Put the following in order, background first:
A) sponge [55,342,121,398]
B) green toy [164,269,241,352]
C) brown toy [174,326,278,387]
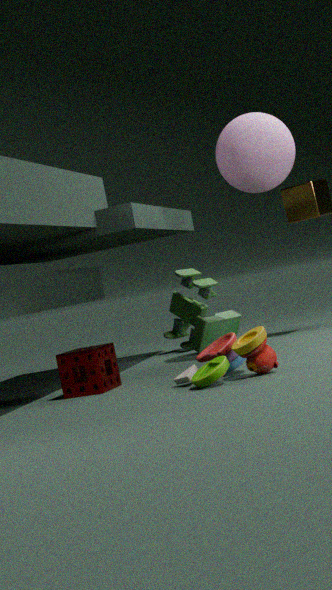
1. green toy [164,269,241,352]
2. sponge [55,342,121,398]
3. brown toy [174,326,278,387]
